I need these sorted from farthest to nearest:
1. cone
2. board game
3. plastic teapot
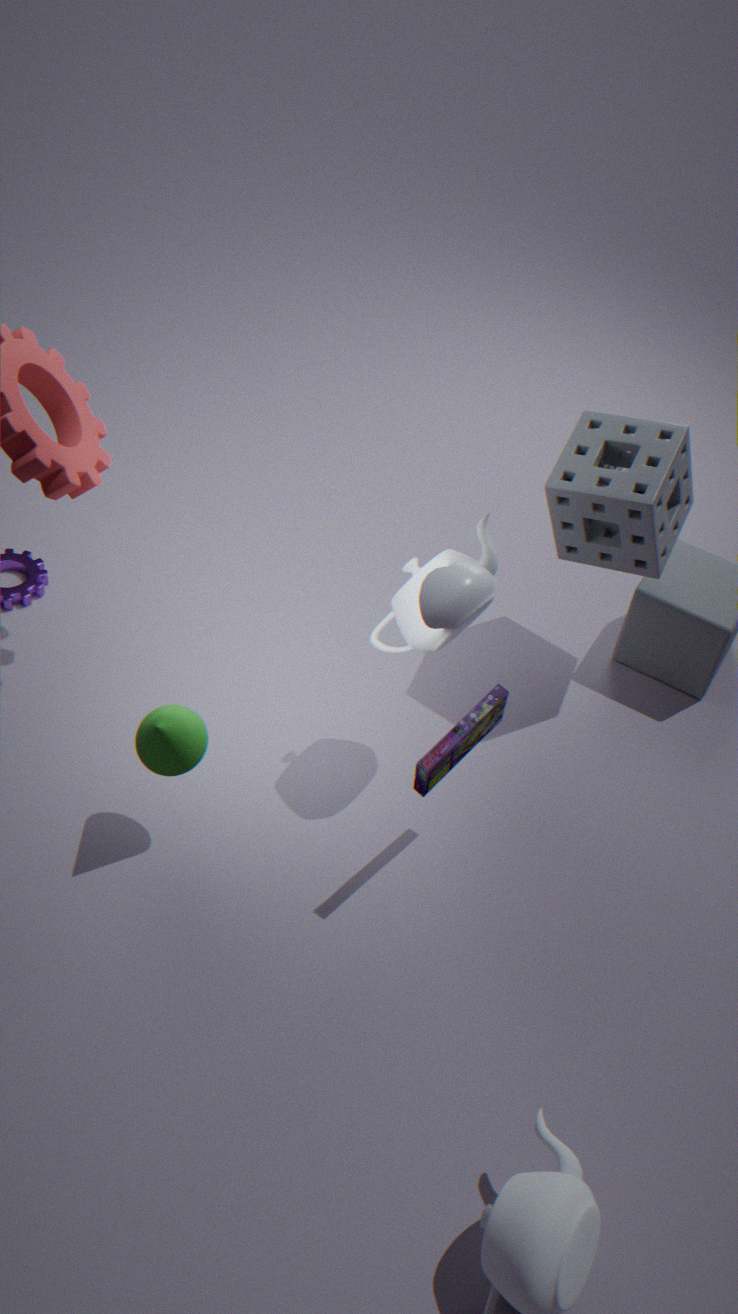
plastic teapot, cone, board game
